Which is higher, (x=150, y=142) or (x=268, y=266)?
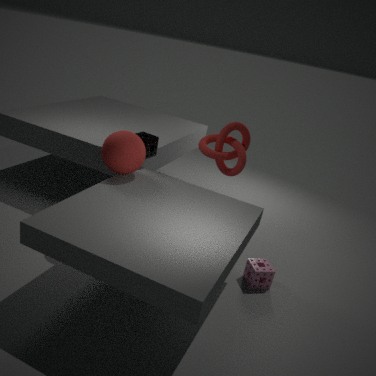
(x=150, y=142)
